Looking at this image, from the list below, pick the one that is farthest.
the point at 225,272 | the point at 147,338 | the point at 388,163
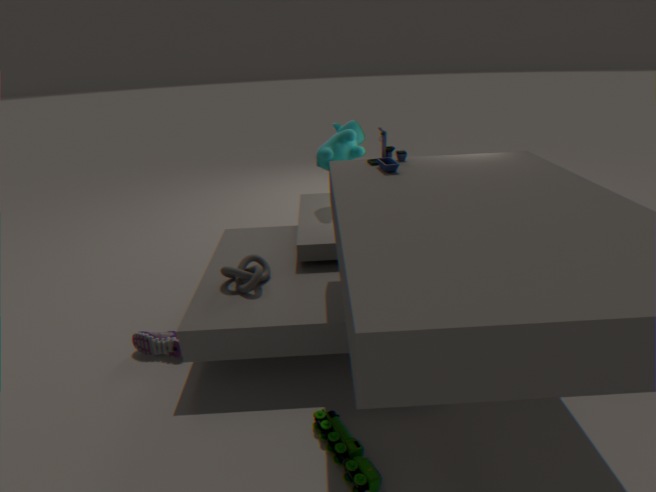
the point at 147,338
